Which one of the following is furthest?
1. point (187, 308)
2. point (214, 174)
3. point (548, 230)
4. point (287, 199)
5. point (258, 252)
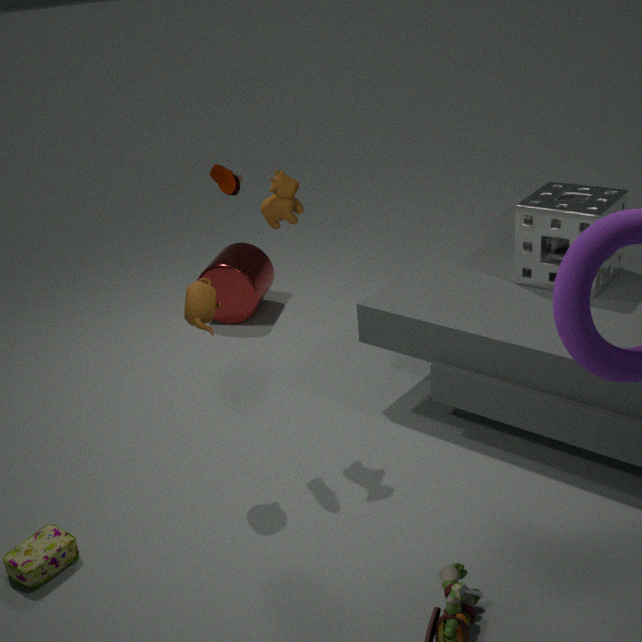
point (258, 252)
